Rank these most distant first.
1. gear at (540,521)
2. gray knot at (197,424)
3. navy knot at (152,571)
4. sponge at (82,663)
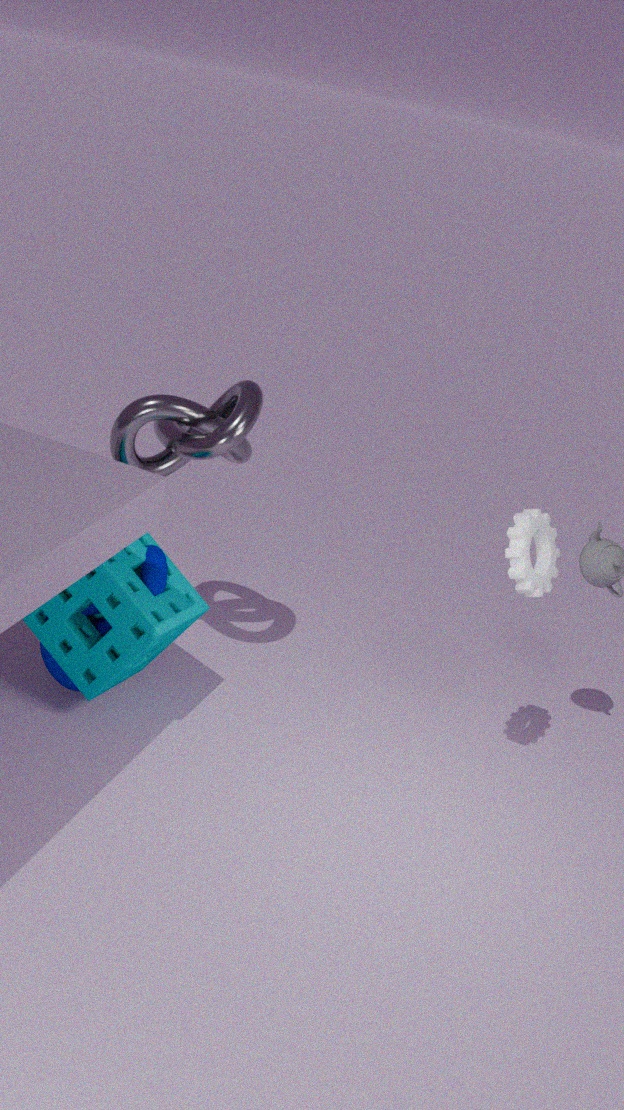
gray knot at (197,424), navy knot at (152,571), sponge at (82,663), gear at (540,521)
